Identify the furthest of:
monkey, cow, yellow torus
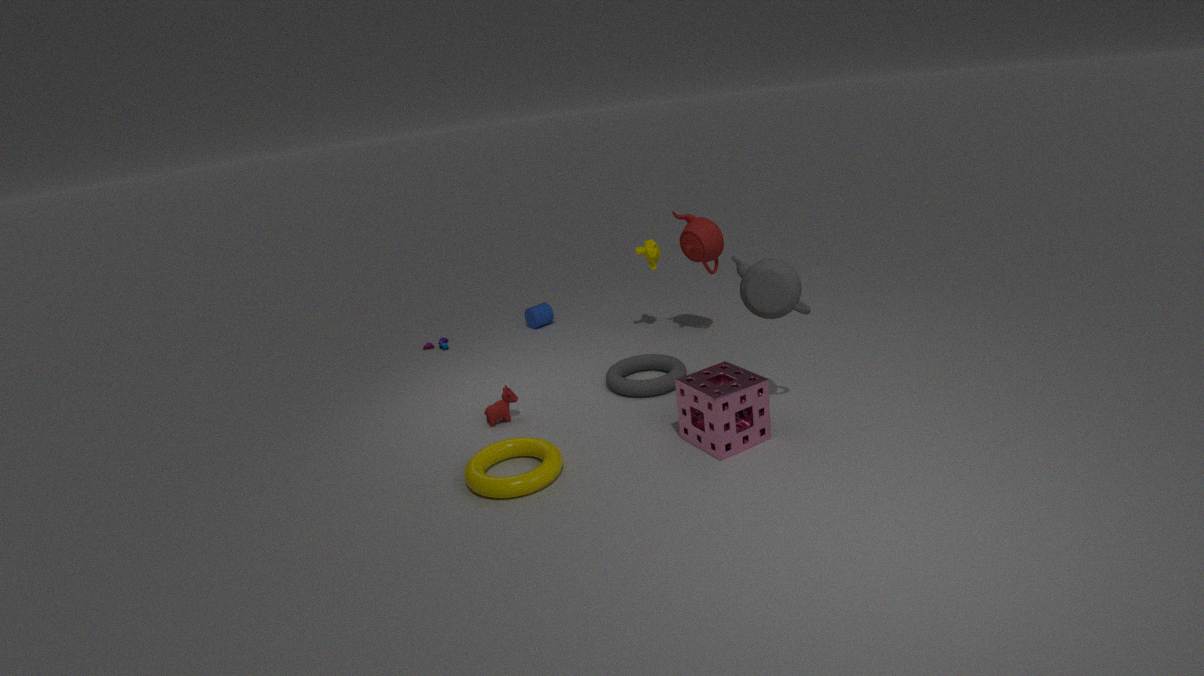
monkey
